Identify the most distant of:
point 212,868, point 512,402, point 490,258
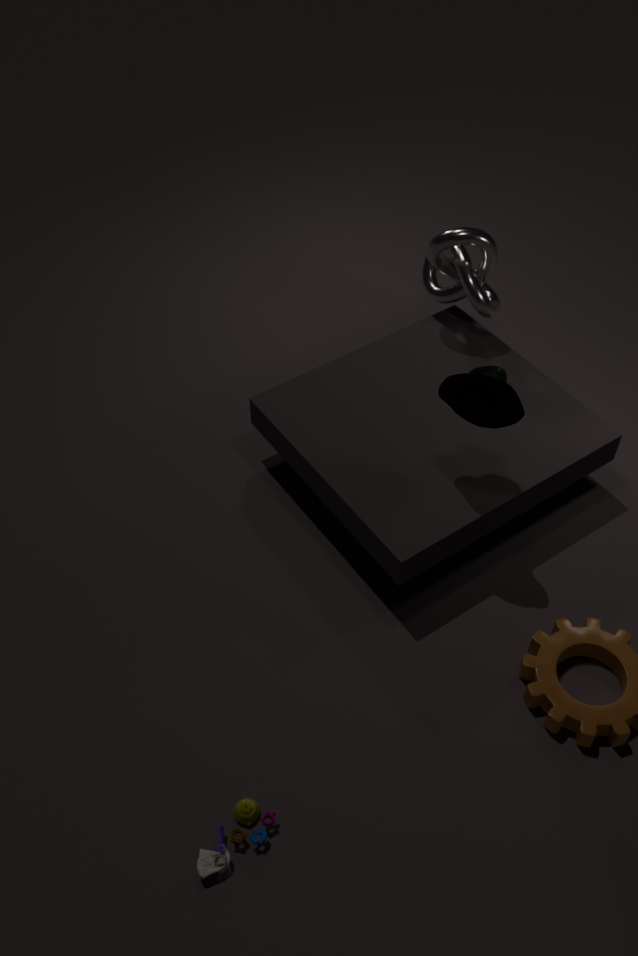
point 490,258
